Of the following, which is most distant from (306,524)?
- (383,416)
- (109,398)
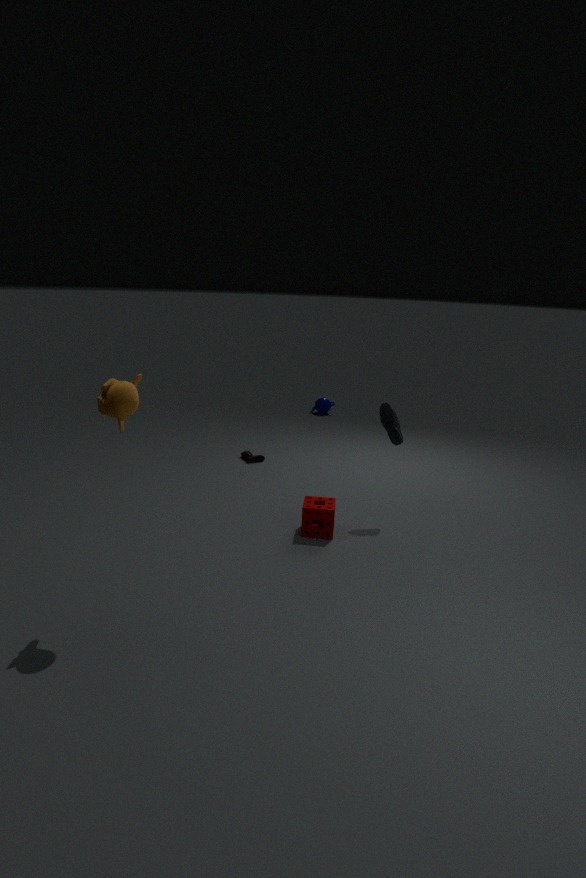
(109,398)
